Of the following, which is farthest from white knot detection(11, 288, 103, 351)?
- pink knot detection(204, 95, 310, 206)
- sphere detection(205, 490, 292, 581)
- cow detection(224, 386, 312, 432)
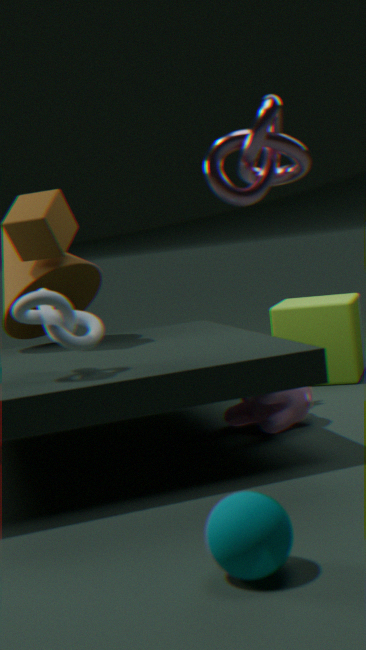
sphere detection(205, 490, 292, 581)
